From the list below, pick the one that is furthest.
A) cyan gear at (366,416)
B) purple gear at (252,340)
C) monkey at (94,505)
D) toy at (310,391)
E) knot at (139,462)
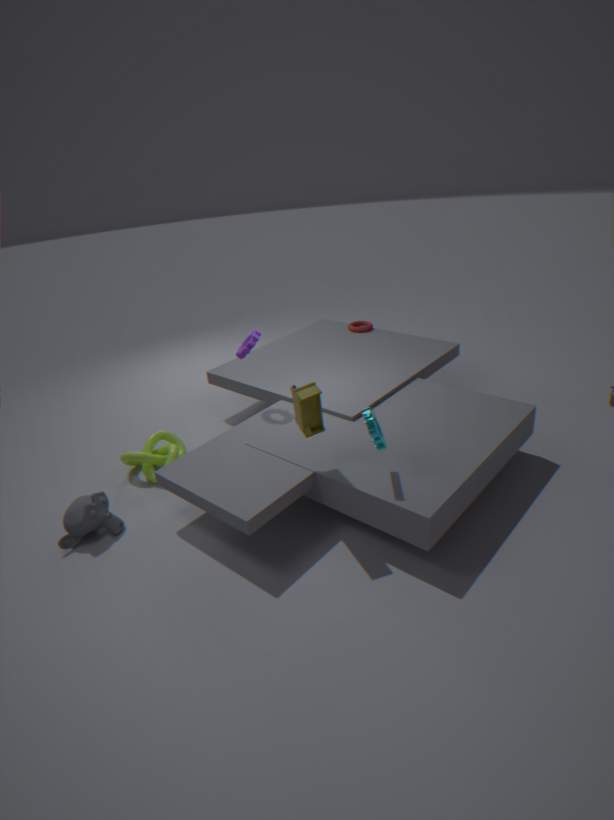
knot at (139,462)
